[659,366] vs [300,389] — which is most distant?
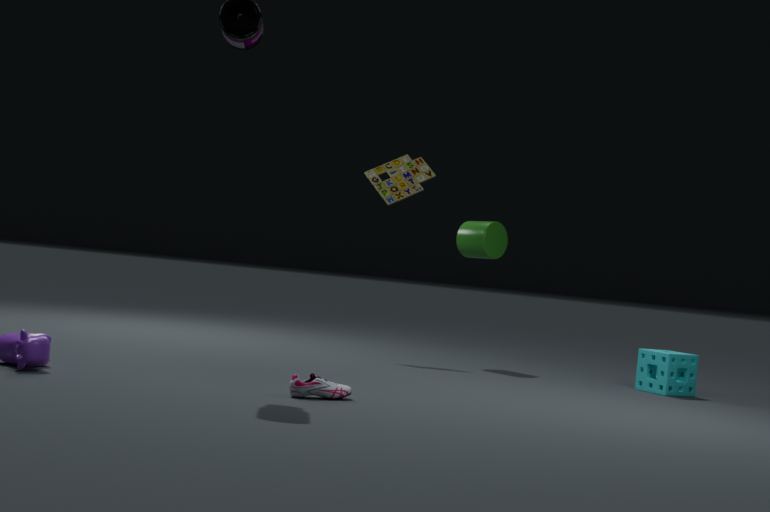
[659,366]
